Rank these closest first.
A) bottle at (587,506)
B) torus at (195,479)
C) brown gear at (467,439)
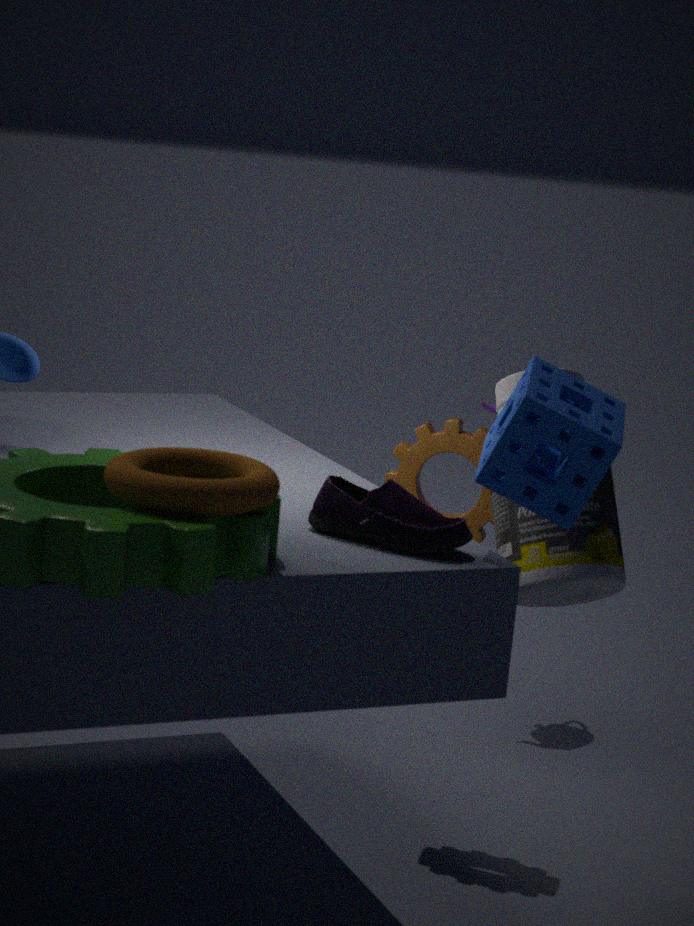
1. torus at (195,479)
2. bottle at (587,506)
3. brown gear at (467,439)
